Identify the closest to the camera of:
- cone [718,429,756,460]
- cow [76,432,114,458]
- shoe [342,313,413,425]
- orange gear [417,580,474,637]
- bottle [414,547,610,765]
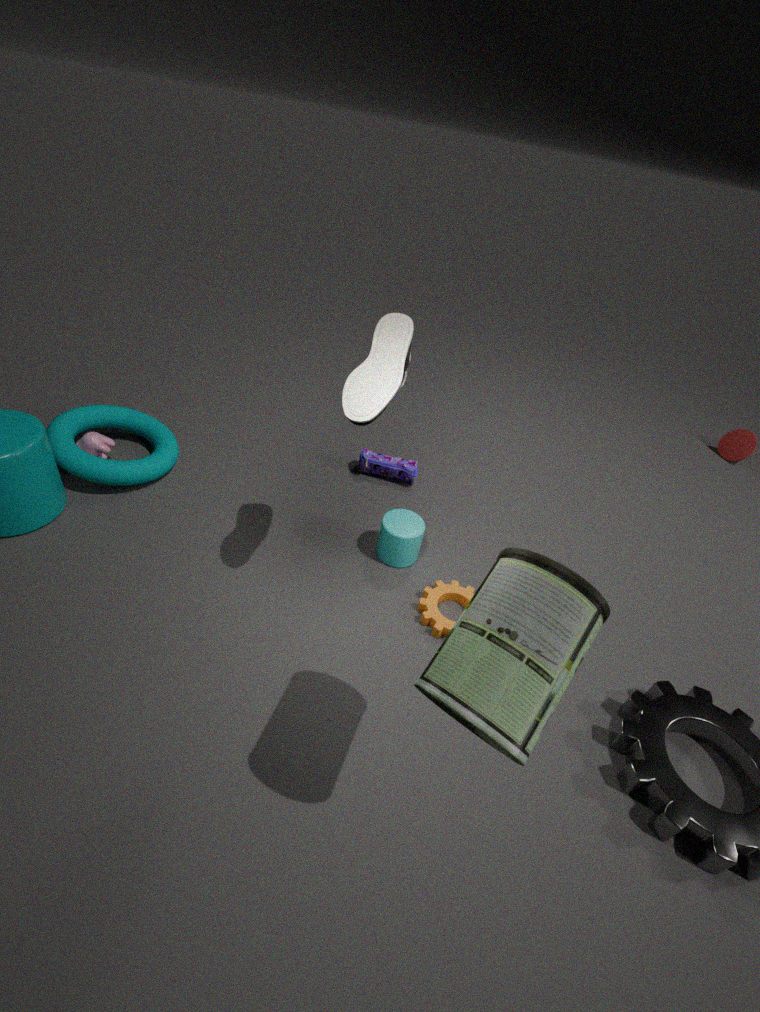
bottle [414,547,610,765]
